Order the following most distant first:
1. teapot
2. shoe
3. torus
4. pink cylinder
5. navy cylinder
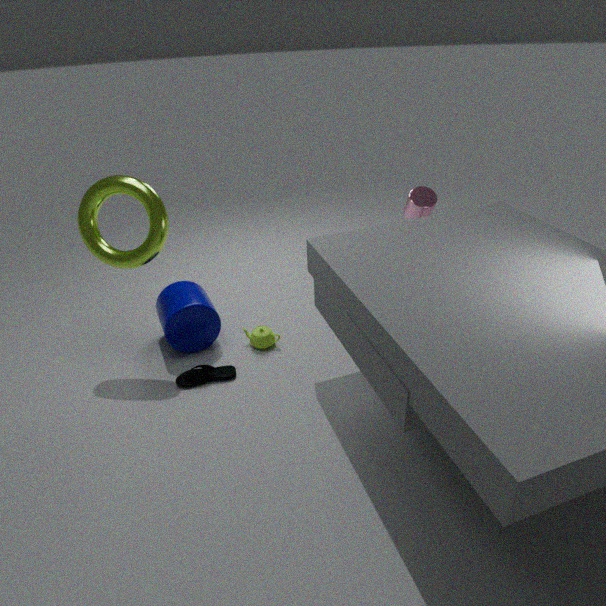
teapot
pink cylinder
navy cylinder
shoe
torus
